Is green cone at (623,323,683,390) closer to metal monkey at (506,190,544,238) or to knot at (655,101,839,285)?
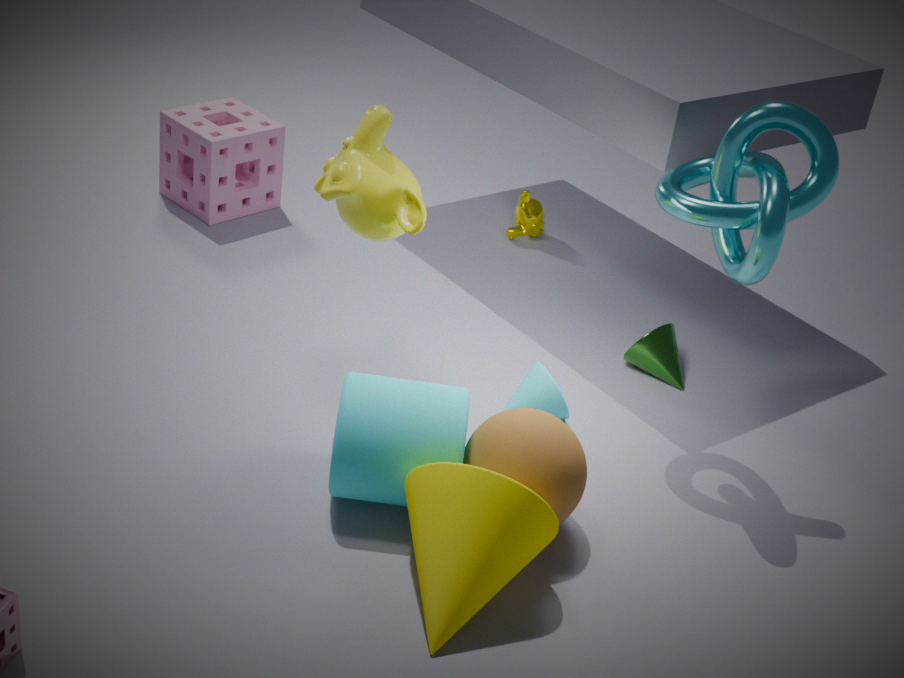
knot at (655,101,839,285)
